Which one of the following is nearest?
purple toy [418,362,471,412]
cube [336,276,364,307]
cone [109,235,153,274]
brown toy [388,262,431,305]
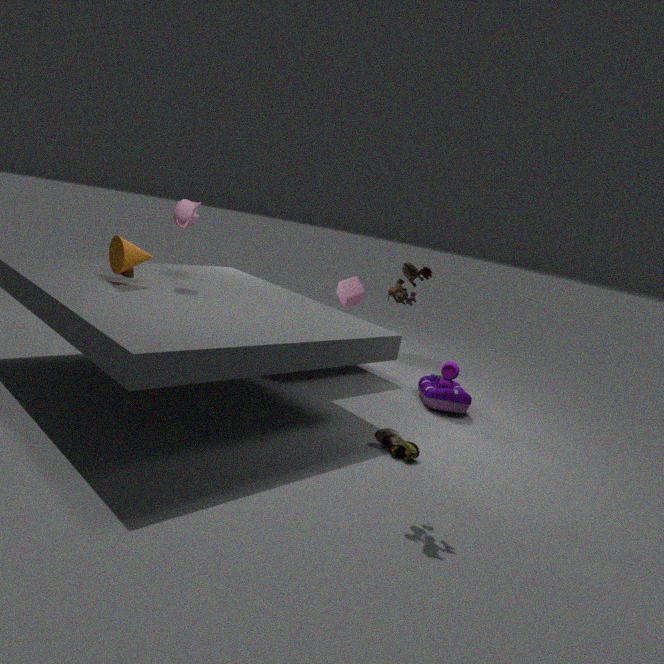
brown toy [388,262,431,305]
